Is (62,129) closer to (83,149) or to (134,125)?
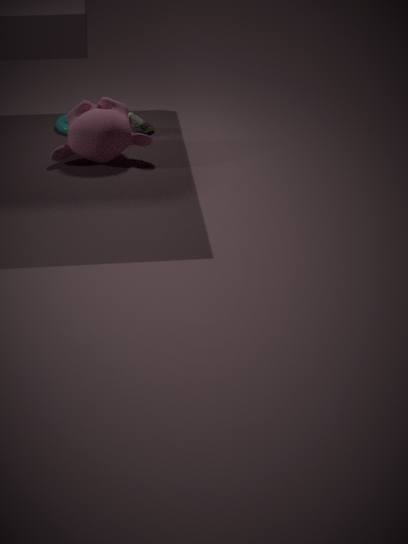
(134,125)
